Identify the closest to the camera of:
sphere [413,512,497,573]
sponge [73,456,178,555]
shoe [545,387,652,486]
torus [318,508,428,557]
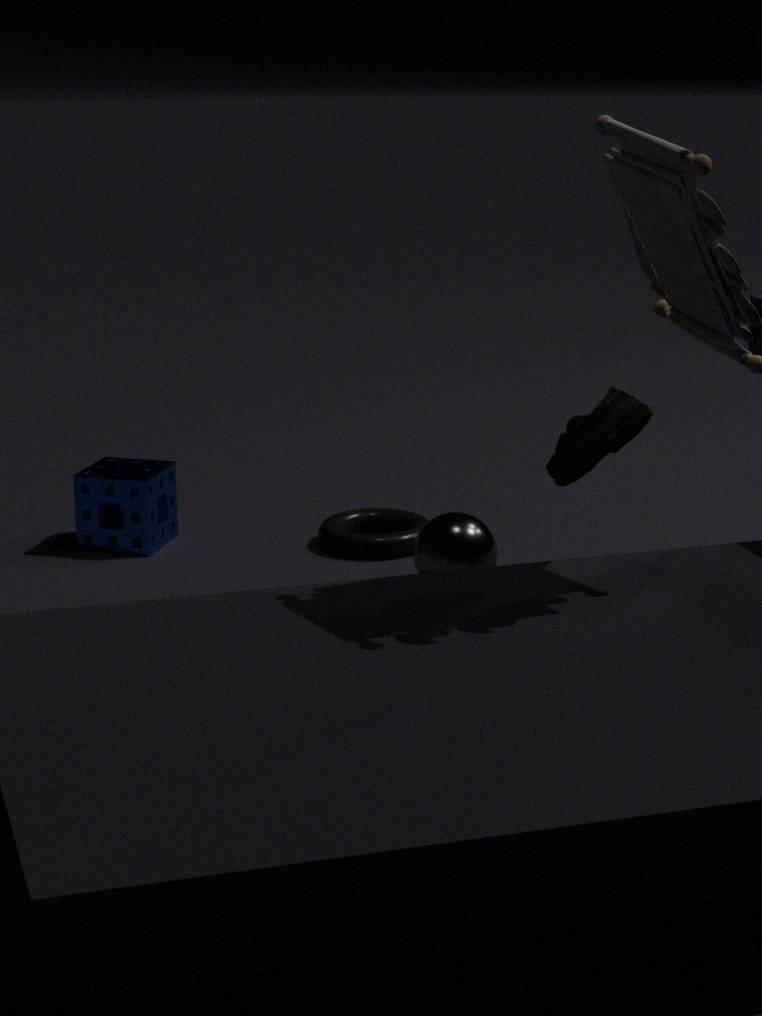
shoe [545,387,652,486]
